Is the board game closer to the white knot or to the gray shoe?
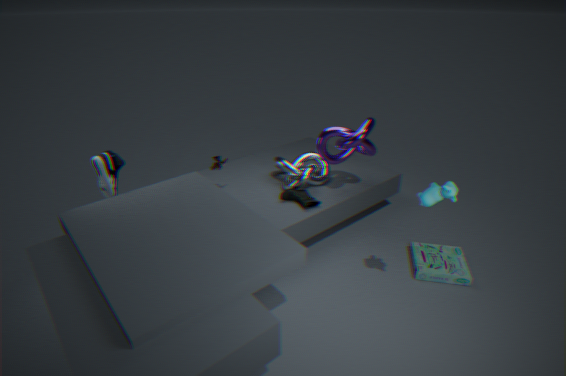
the white knot
